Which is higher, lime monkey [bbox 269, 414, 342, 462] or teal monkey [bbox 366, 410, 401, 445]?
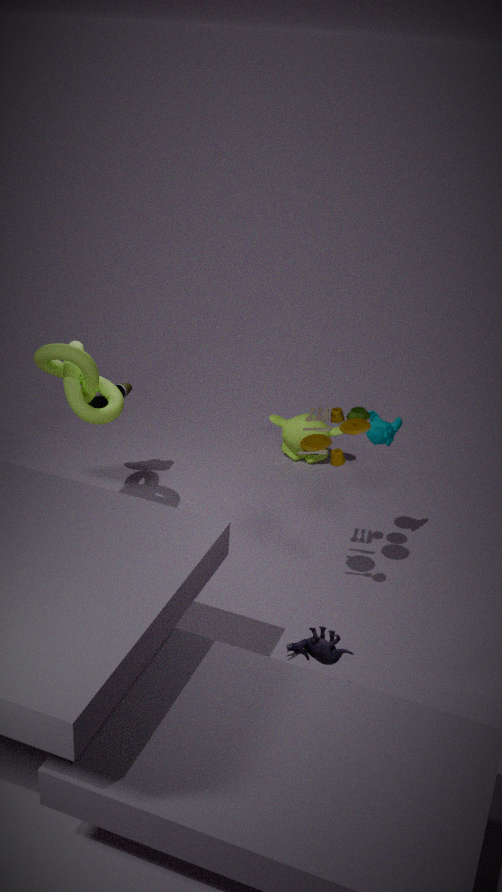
teal monkey [bbox 366, 410, 401, 445]
